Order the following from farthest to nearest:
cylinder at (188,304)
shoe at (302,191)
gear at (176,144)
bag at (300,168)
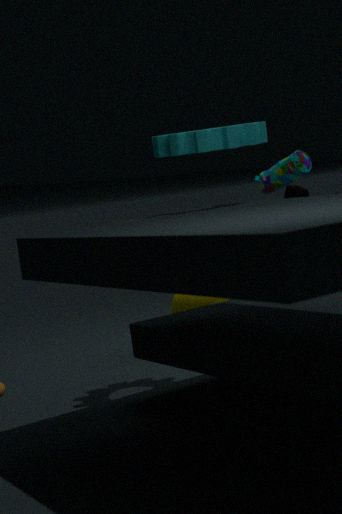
cylinder at (188,304)
bag at (300,168)
shoe at (302,191)
gear at (176,144)
